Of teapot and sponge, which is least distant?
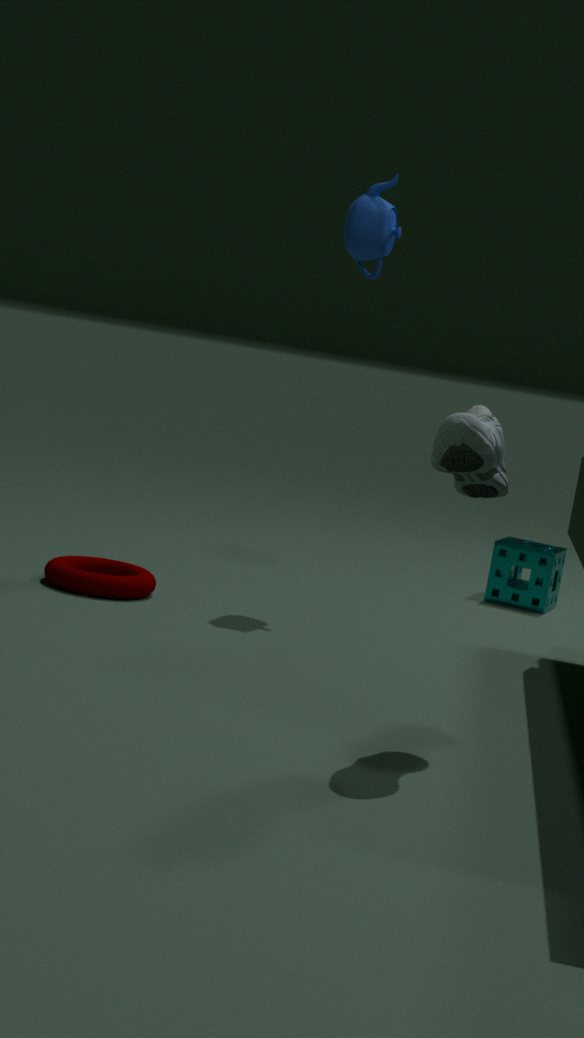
teapot
